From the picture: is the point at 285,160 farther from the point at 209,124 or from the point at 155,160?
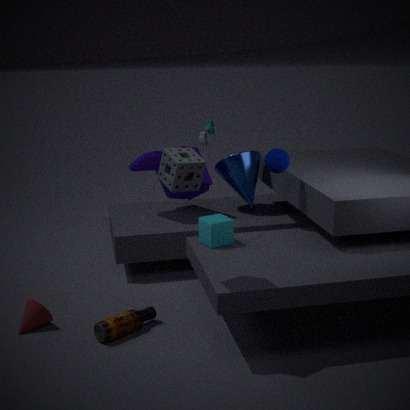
the point at 155,160
